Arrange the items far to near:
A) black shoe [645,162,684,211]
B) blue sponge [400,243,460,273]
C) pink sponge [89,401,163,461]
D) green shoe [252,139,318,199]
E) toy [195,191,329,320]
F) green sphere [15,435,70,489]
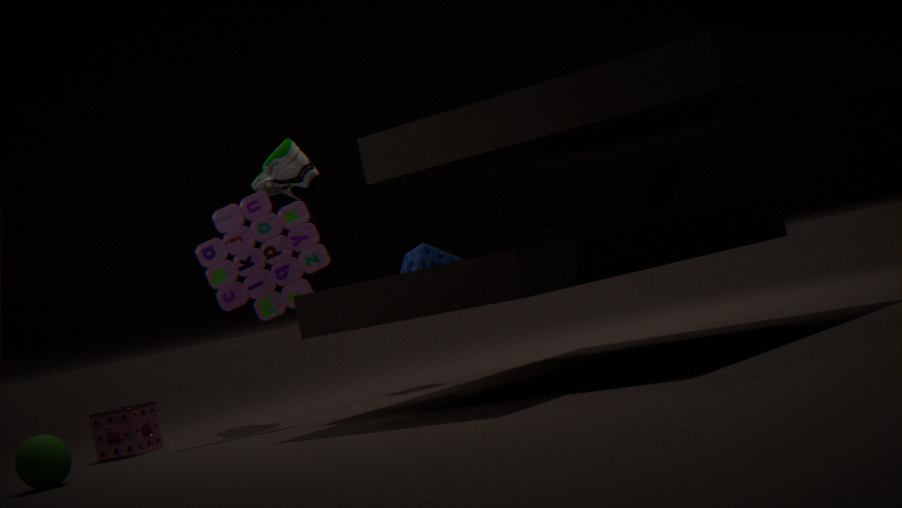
blue sponge [400,243,460,273]
green shoe [252,139,318,199]
black shoe [645,162,684,211]
pink sponge [89,401,163,461]
toy [195,191,329,320]
green sphere [15,435,70,489]
